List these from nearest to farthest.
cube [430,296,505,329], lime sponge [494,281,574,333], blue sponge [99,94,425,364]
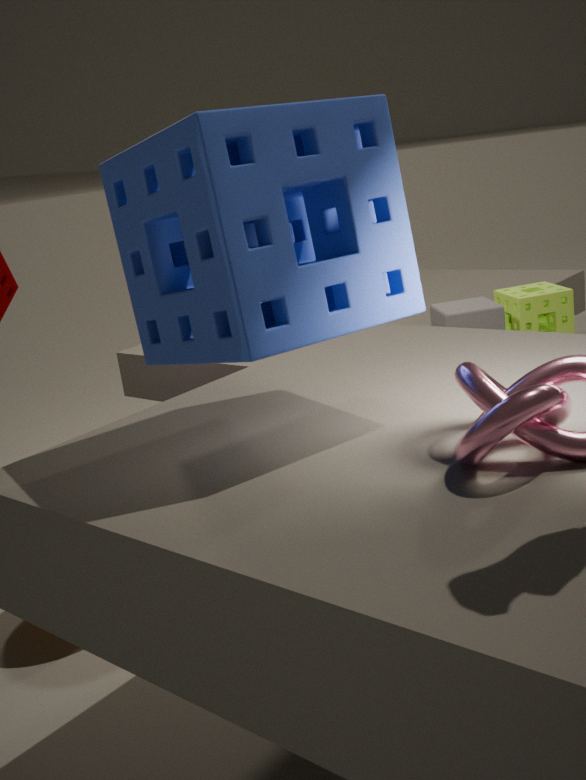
blue sponge [99,94,425,364] → cube [430,296,505,329] → lime sponge [494,281,574,333]
